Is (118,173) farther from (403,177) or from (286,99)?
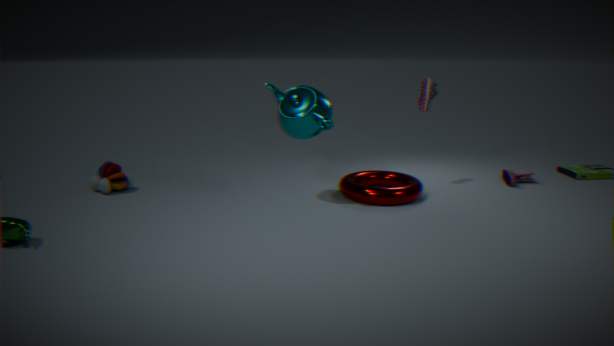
(403,177)
